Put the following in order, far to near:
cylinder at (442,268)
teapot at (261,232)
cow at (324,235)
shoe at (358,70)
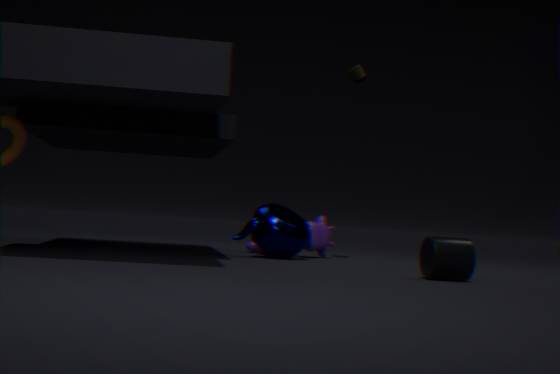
cow at (324,235)
shoe at (358,70)
teapot at (261,232)
cylinder at (442,268)
